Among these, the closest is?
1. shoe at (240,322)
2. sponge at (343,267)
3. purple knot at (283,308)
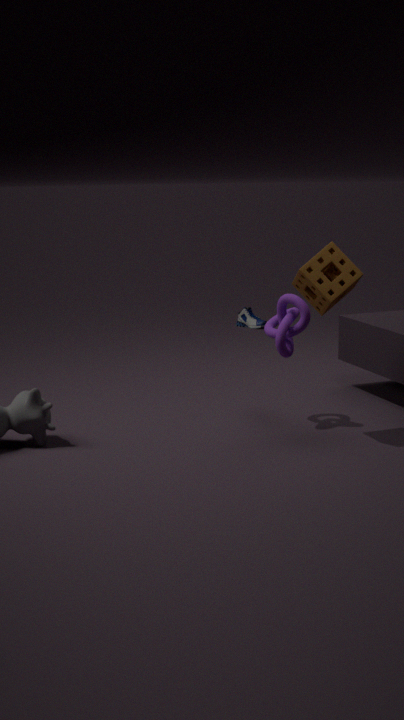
sponge at (343,267)
